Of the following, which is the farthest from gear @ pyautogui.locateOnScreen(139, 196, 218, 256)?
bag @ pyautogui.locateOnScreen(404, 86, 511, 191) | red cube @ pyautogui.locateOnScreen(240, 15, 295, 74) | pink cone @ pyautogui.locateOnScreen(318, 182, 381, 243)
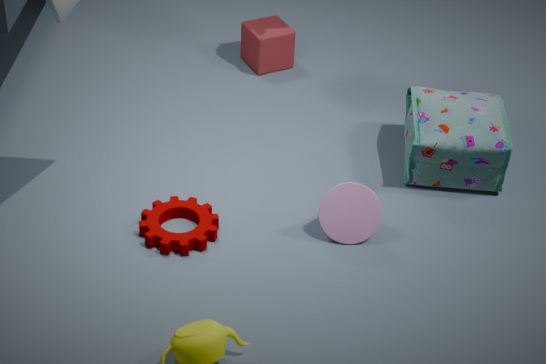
red cube @ pyautogui.locateOnScreen(240, 15, 295, 74)
